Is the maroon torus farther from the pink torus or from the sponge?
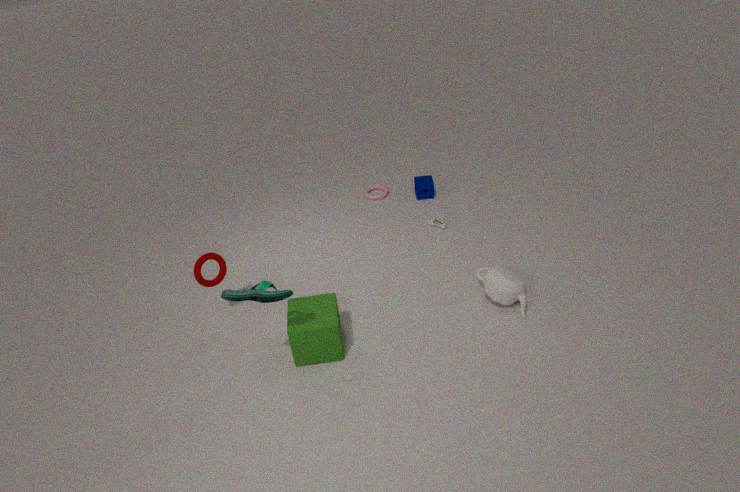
the sponge
